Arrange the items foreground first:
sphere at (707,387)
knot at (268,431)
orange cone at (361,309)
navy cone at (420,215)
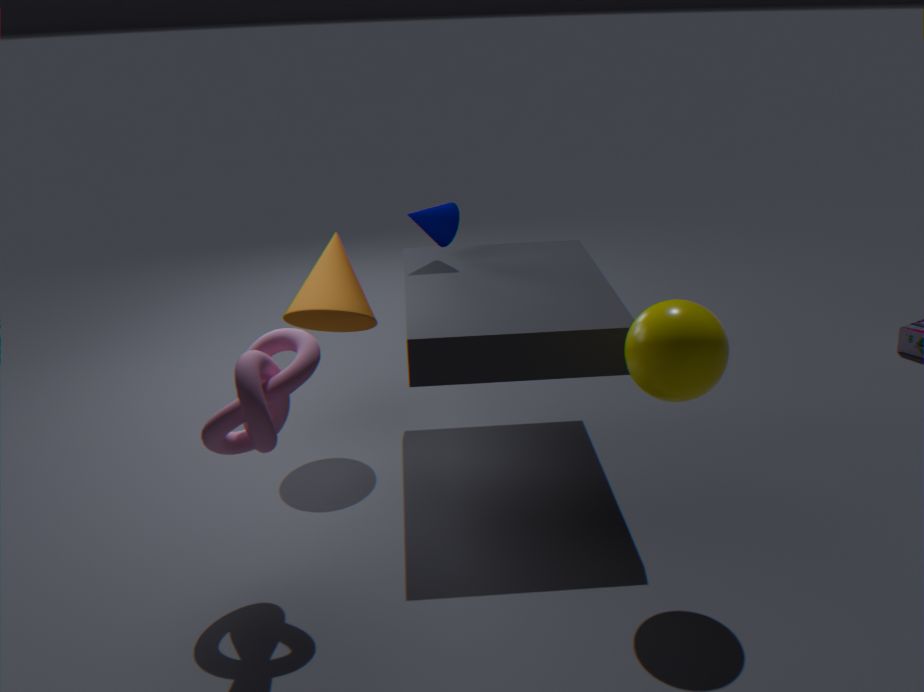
knot at (268,431) → sphere at (707,387) → orange cone at (361,309) → navy cone at (420,215)
